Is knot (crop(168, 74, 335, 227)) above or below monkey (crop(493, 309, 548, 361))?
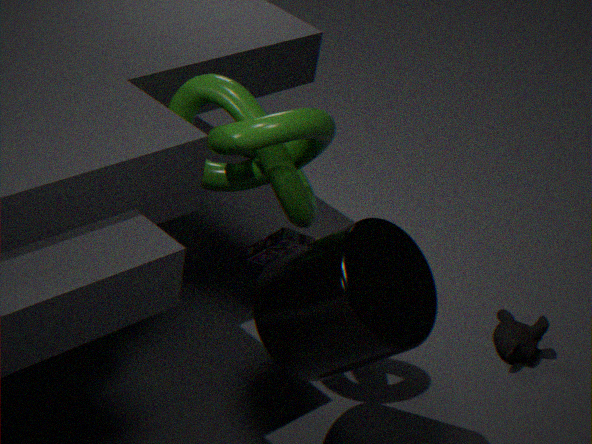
above
